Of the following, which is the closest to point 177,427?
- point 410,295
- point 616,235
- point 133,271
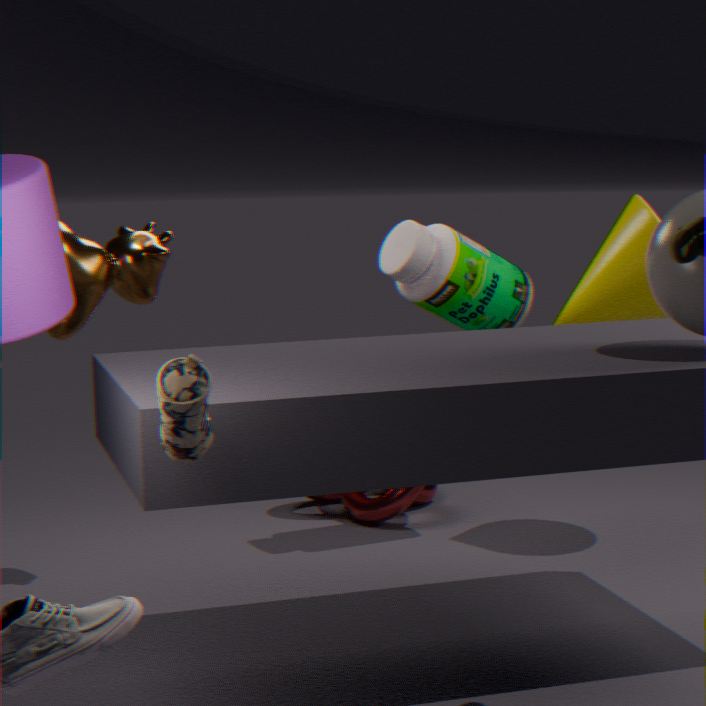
point 133,271
